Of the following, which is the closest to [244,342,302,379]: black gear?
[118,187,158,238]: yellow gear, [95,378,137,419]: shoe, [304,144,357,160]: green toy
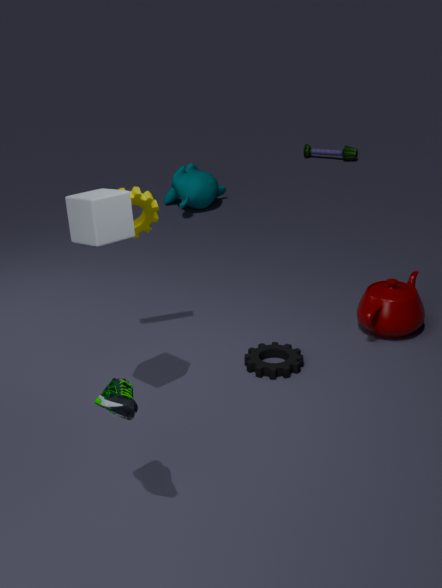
[118,187,158,238]: yellow gear
